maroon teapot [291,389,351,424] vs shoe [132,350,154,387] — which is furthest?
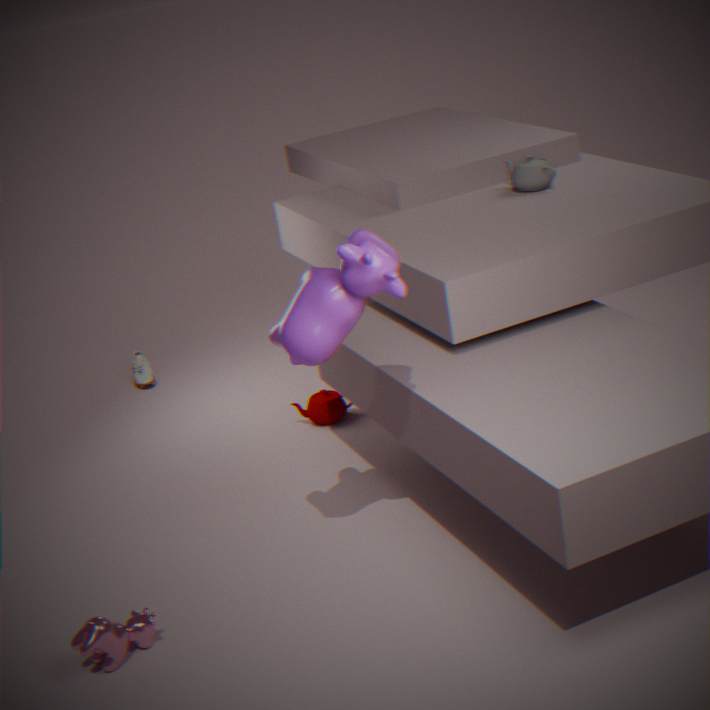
shoe [132,350,154,387]
